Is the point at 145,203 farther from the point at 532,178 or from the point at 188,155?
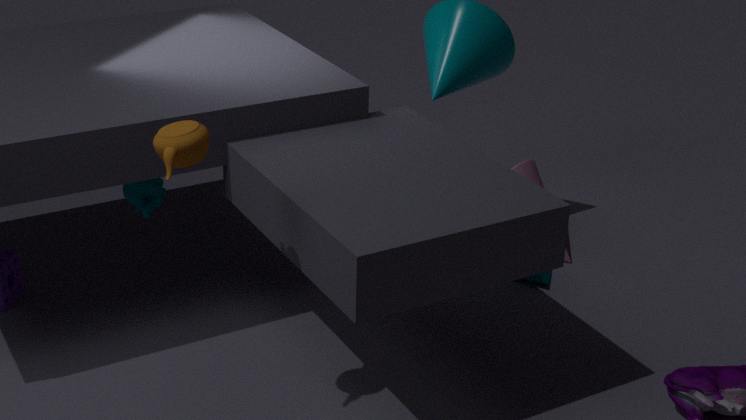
the point at 532,178
